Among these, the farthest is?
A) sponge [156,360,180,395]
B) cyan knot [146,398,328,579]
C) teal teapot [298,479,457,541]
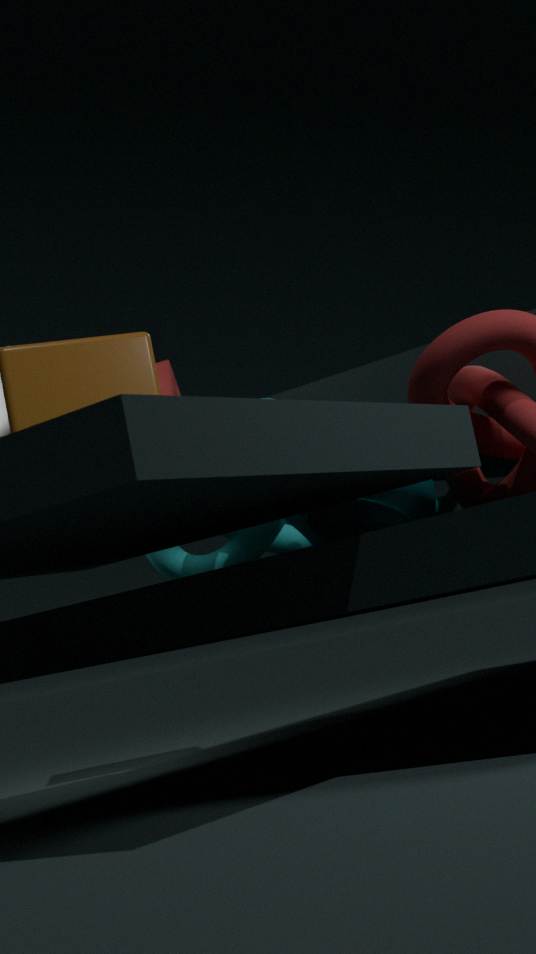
sponge [156,360,180,395]
